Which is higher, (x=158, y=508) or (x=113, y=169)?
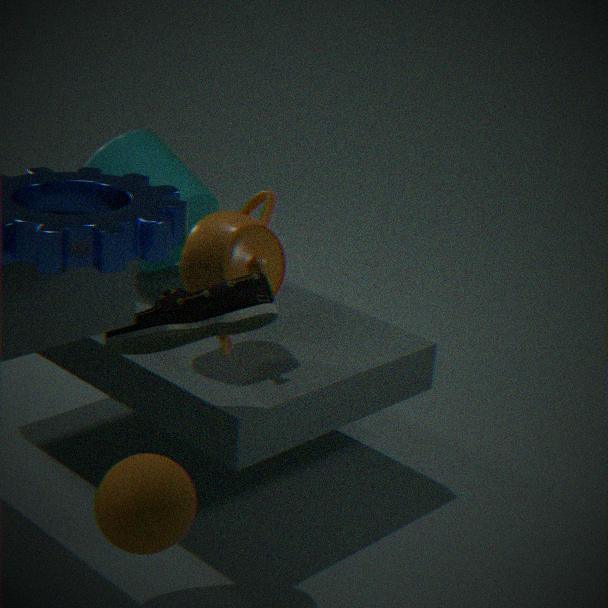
(x=158, y=508)
